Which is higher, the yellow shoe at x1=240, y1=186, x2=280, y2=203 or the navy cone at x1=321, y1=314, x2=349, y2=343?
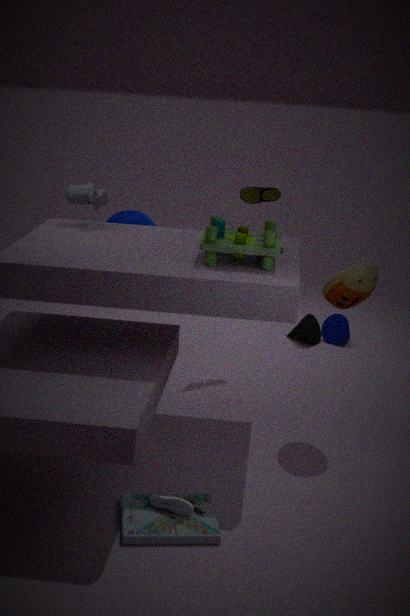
the yellow shoe at x1=240, y1=186, x2=280, y2=203
